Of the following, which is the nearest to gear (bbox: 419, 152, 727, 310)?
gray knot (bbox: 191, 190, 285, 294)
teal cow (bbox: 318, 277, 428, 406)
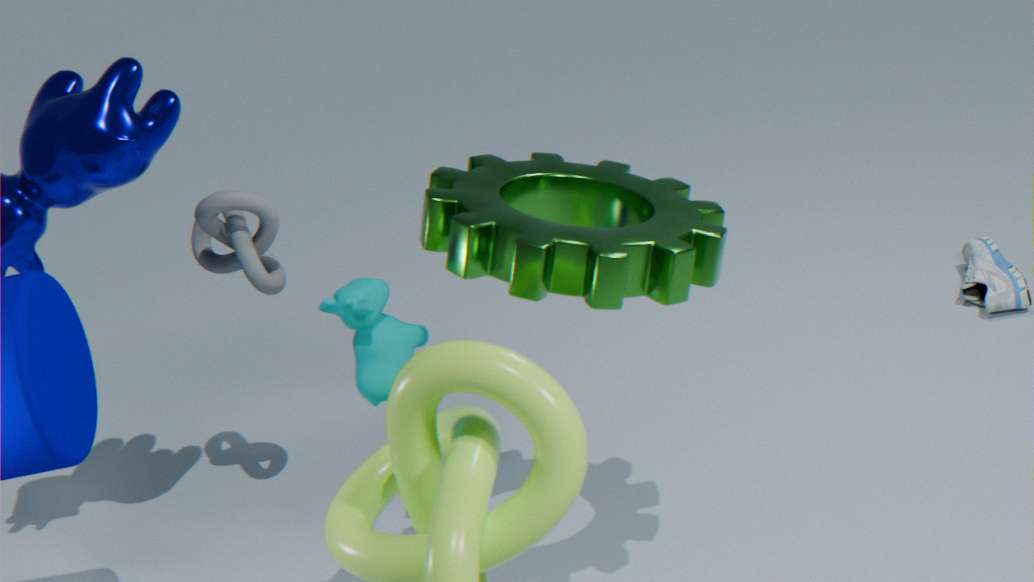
teal cow (bbox: 318, 277, 428, 406)
